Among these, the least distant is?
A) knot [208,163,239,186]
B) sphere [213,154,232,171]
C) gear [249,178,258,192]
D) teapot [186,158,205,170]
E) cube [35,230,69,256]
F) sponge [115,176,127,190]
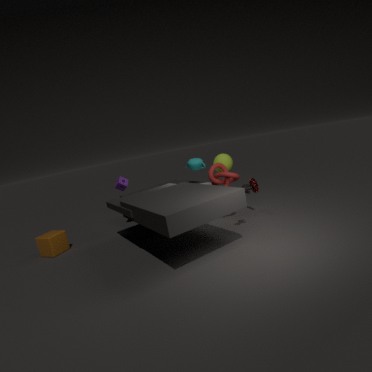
knot [208,163,239,186]
